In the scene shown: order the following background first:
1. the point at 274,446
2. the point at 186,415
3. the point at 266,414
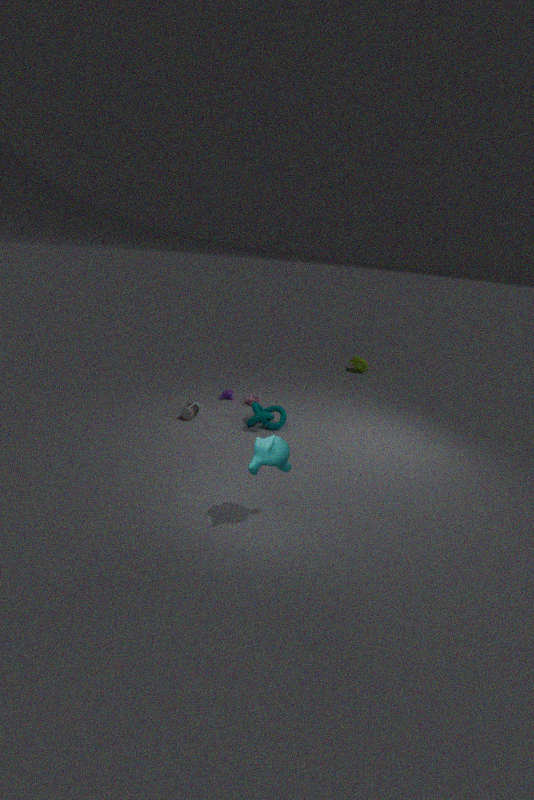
the point at 186,415 → the point at 266,414 → the point at 274,446
